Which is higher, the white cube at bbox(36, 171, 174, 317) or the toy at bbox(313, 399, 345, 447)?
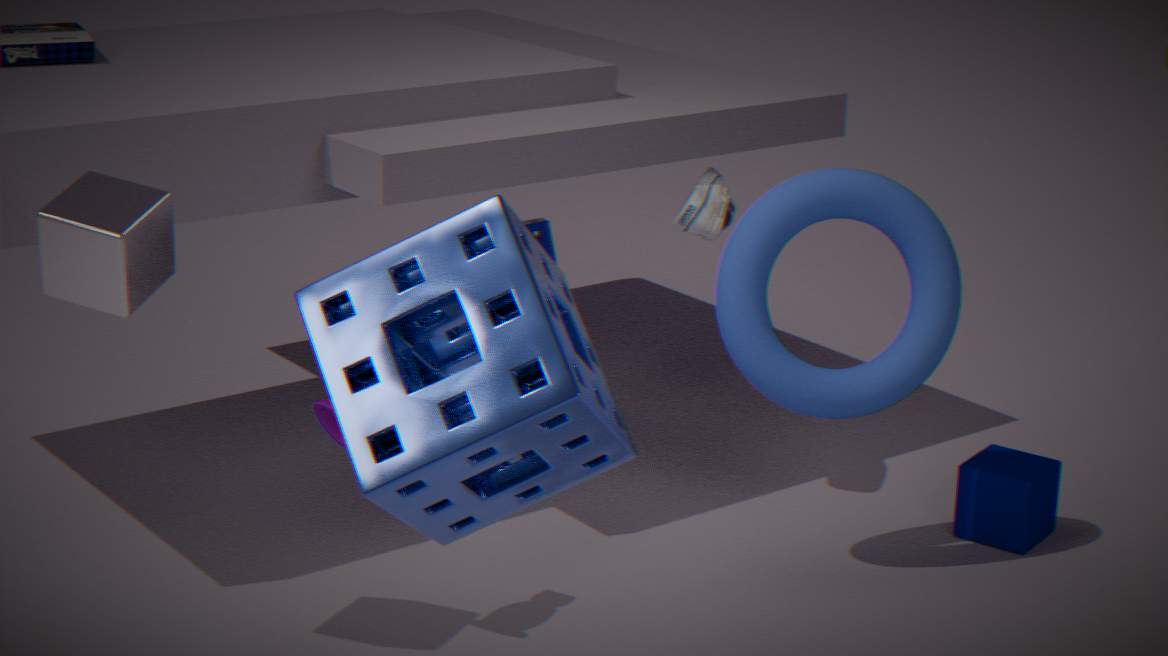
the white cube at bbox(36, 171, 174, 317)
